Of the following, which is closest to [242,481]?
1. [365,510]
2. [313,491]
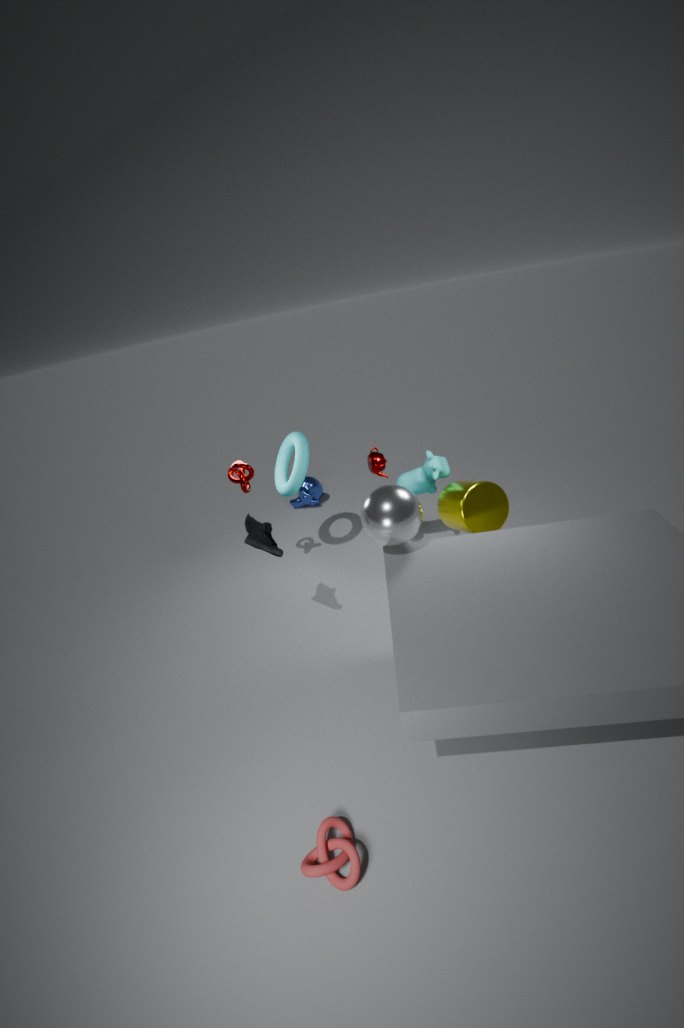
[365,510]
